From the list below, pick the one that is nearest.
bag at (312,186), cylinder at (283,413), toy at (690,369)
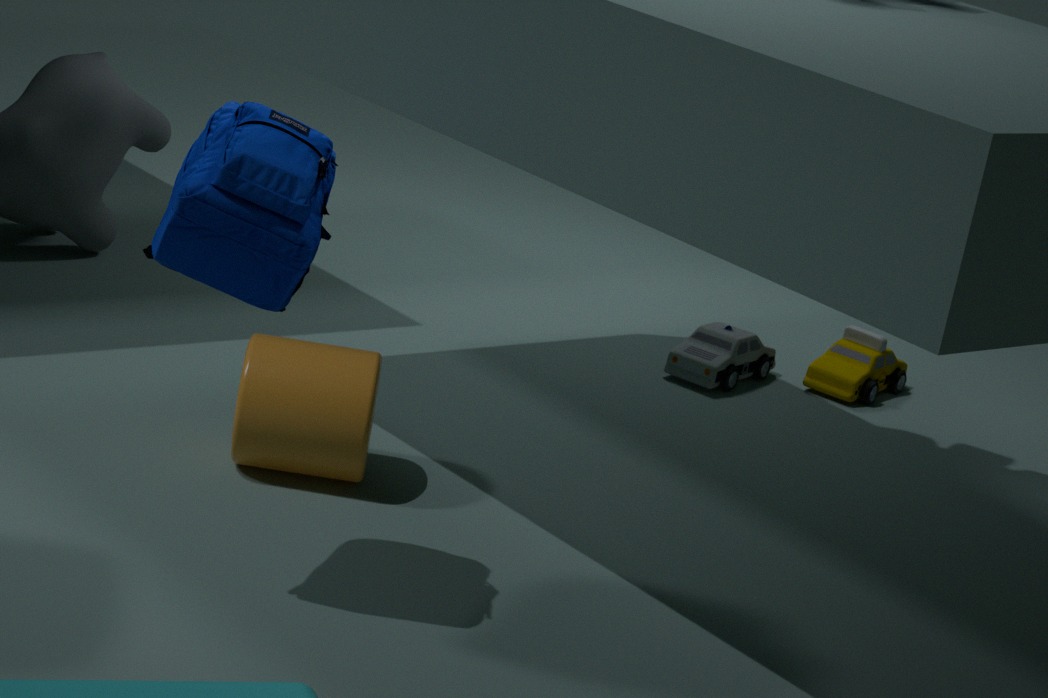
bag at (312,186)
